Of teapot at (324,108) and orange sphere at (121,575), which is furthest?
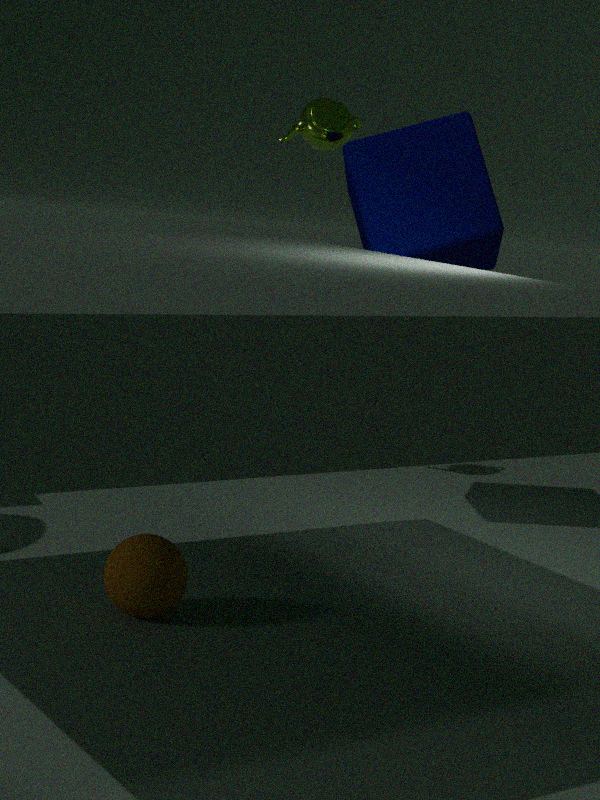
teapot at (324,108)
